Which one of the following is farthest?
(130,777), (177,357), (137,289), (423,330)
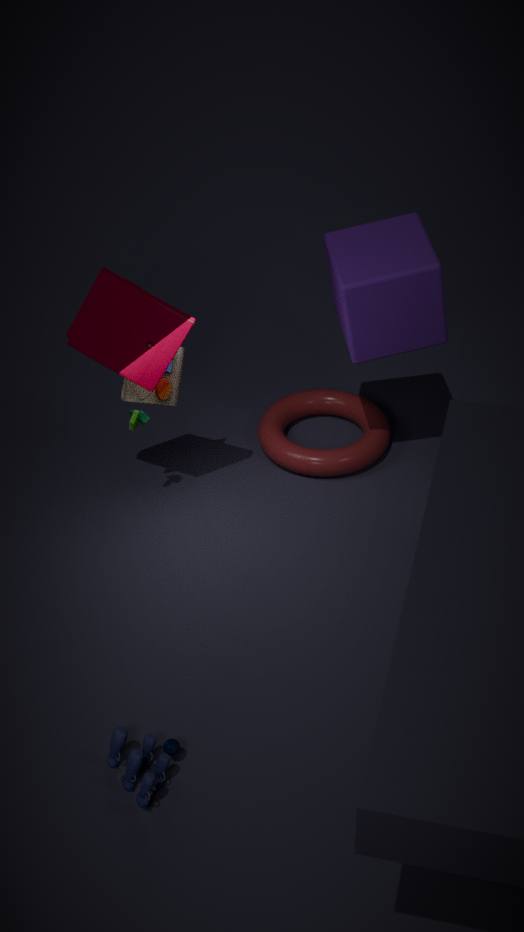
(177,357)
